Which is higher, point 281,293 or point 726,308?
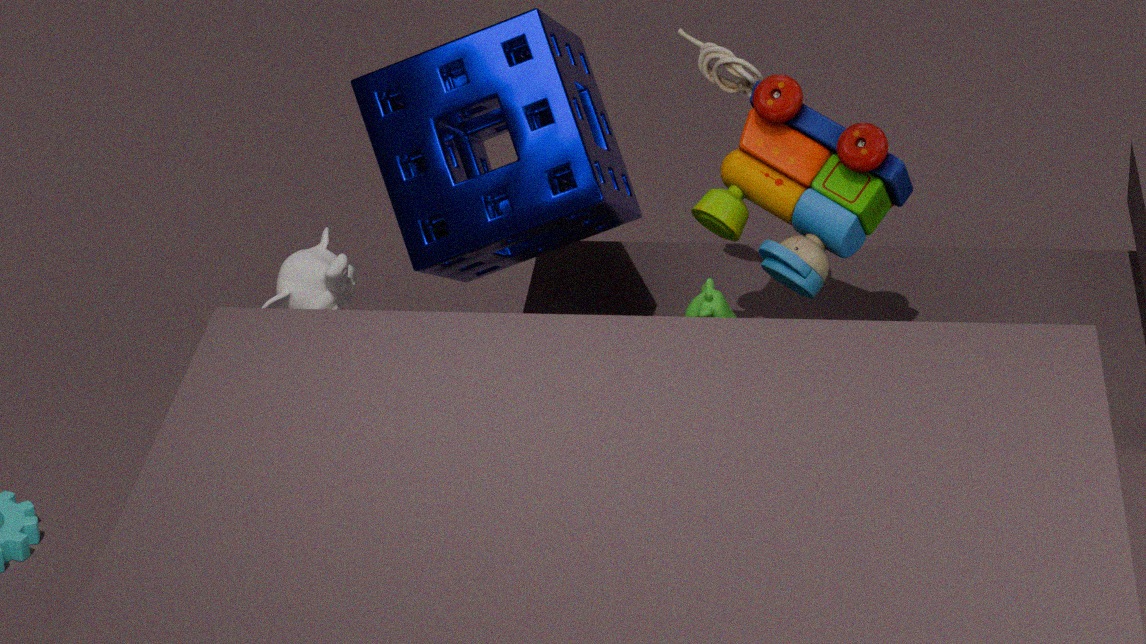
point 726,308
